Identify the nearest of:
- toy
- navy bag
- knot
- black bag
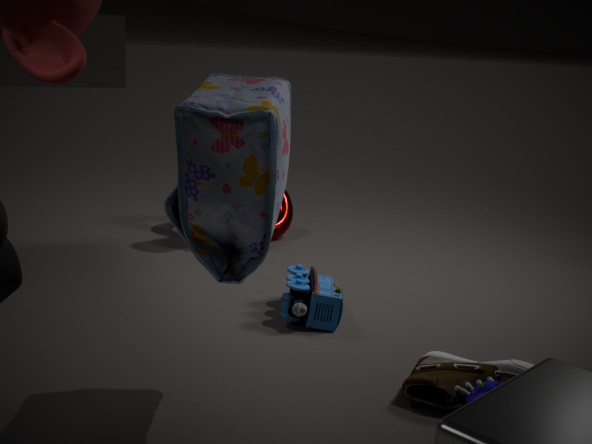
black bag
